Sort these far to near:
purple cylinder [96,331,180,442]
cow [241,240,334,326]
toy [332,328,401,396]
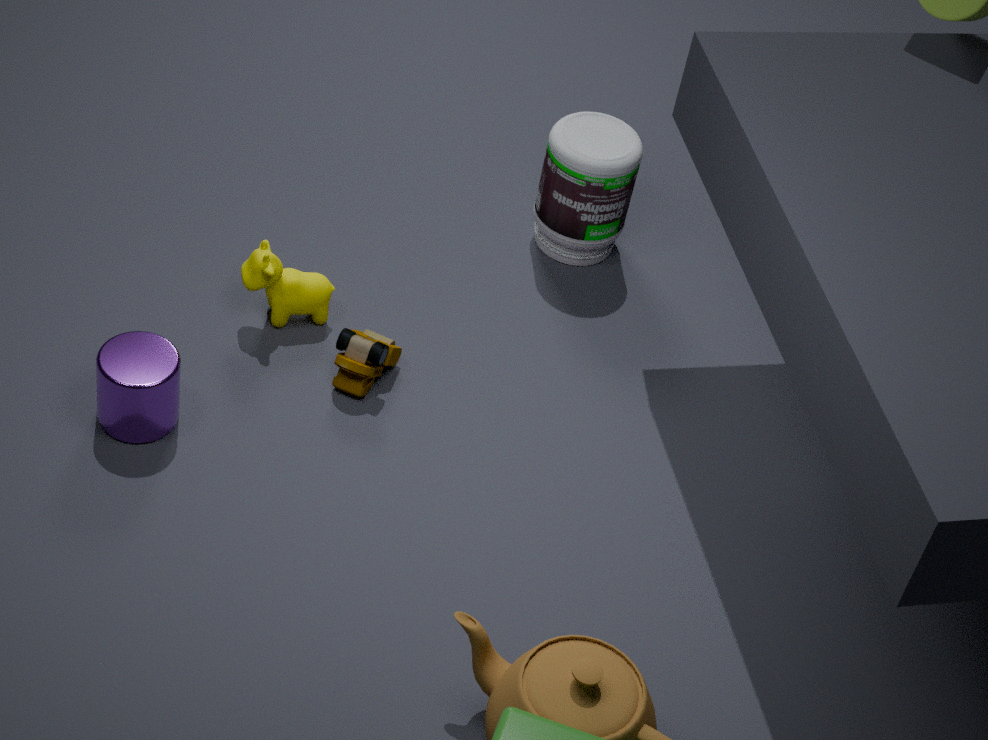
cow [241,240,334,326] → toy [332,328,401,396] → purple cylinder [96,331,180,442]
